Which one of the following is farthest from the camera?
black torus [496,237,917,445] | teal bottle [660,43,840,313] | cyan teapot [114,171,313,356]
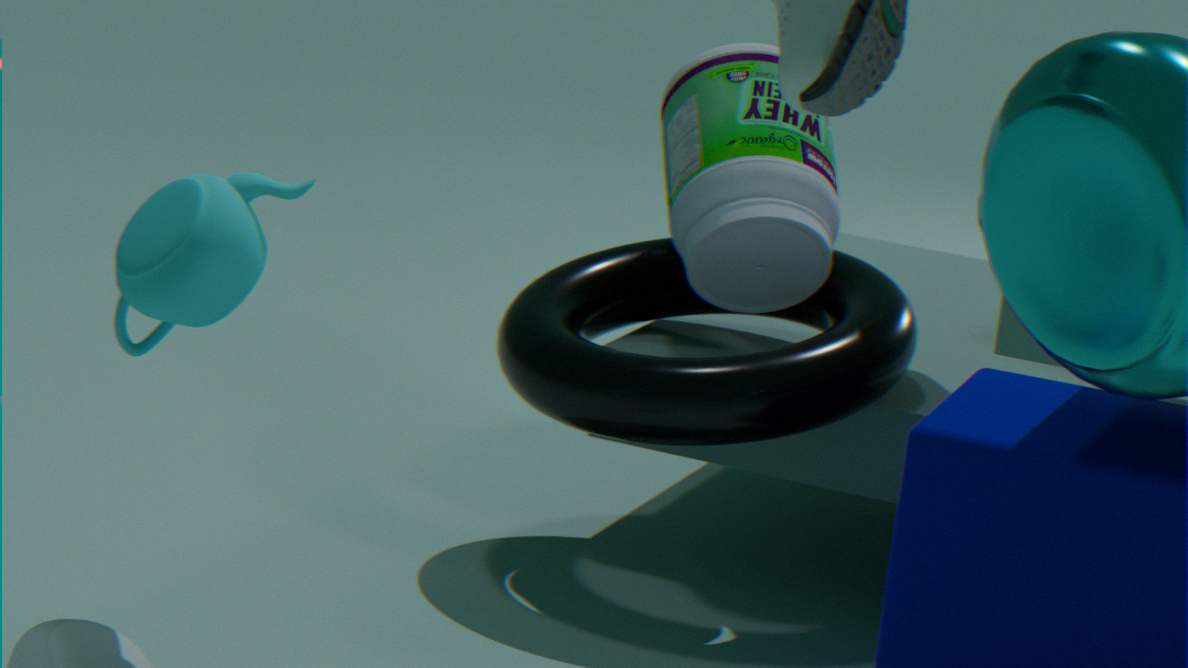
teal bottle [660,43,840,313]
